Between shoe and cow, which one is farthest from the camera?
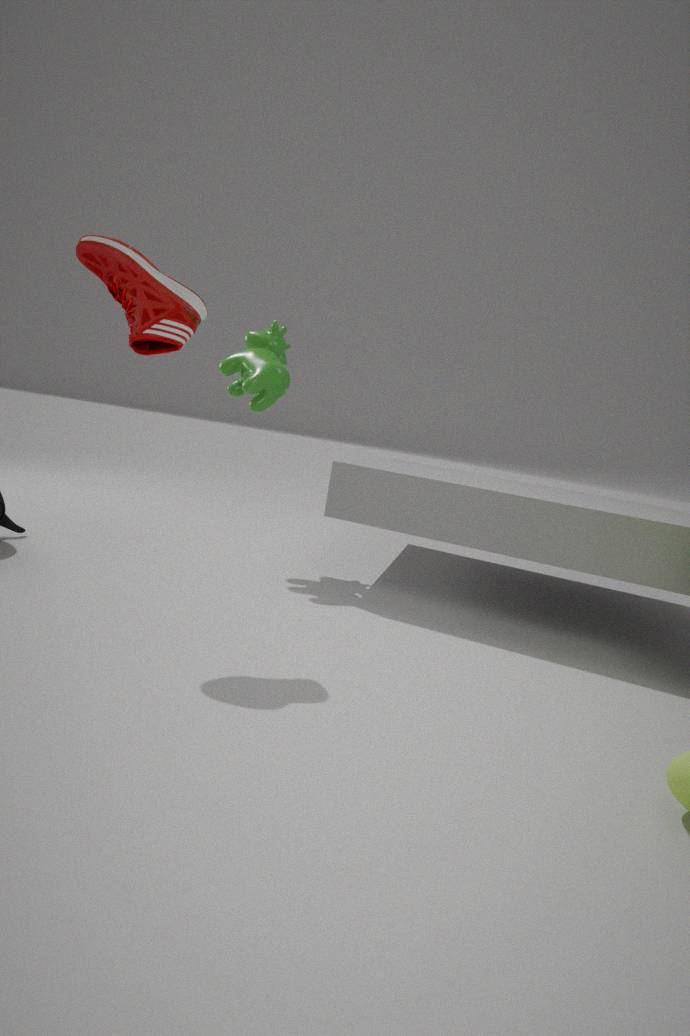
cow
